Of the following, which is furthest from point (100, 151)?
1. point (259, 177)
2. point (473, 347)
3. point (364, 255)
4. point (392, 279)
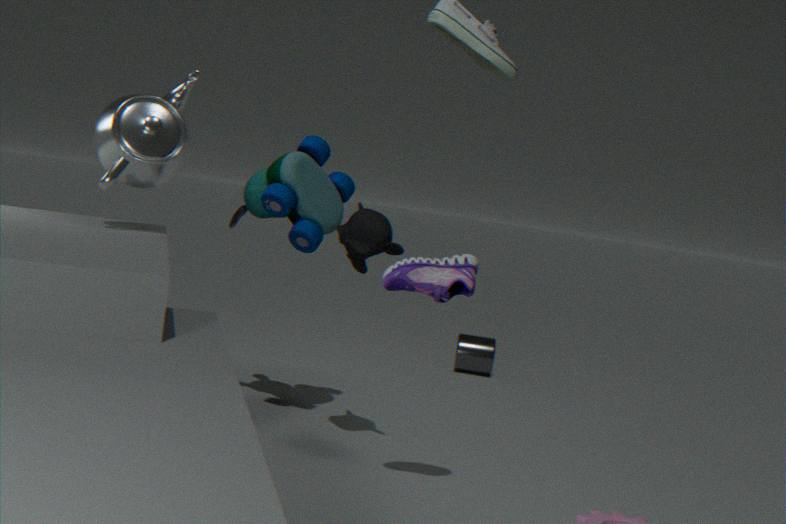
point (473, 347)
